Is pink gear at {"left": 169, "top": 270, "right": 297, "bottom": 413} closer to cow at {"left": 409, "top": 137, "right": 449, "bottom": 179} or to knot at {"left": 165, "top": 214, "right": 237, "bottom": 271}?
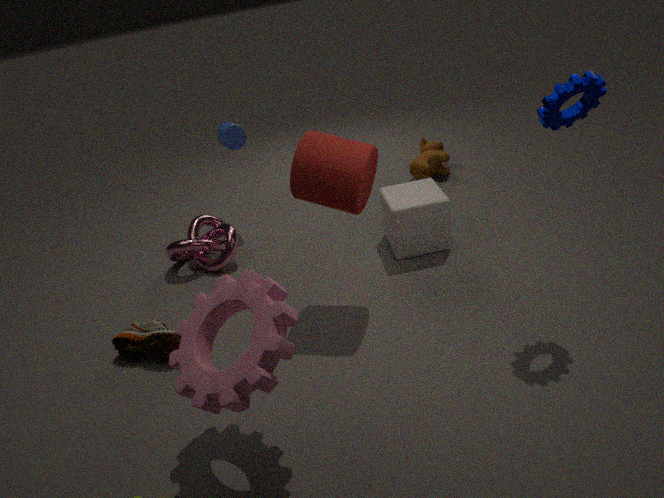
knot at {"left": 165, "top": 214, "right": 237, "bottom": 271}
